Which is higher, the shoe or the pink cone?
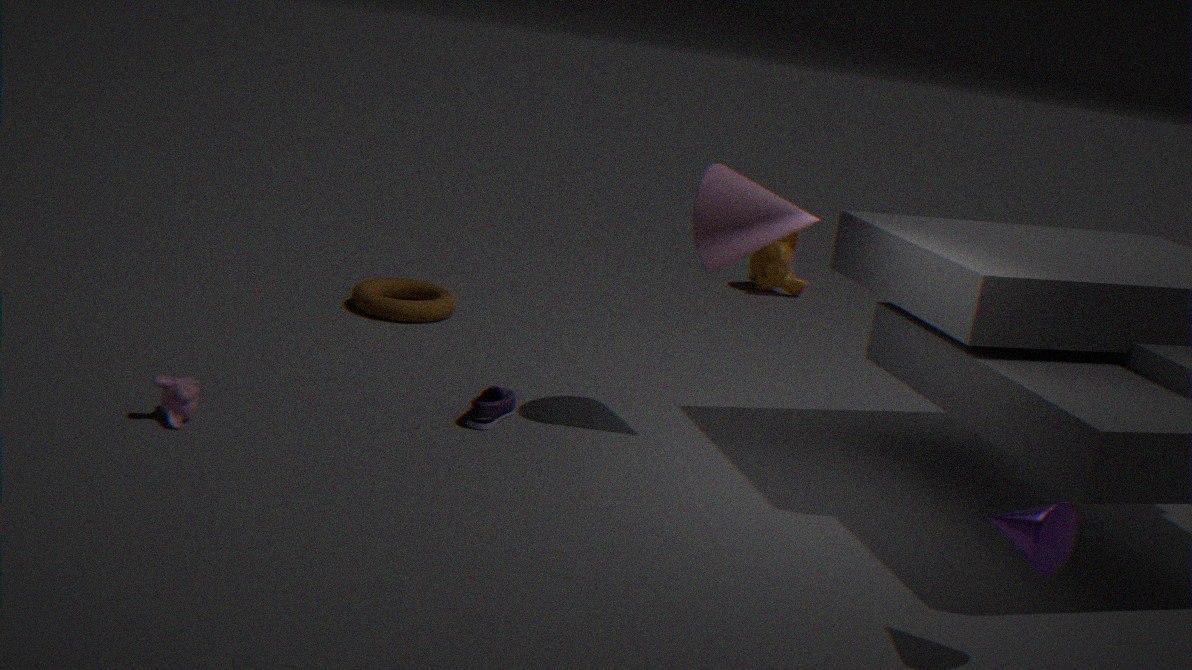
the pink cone
